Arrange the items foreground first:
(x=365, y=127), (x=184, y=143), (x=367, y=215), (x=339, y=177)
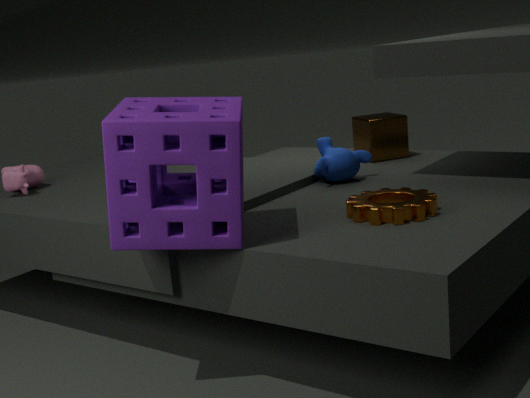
1. (x=184, y=143)
2. (x=367, y=215)
3. (x=339, y=177)
4. (x=365, y=127)
